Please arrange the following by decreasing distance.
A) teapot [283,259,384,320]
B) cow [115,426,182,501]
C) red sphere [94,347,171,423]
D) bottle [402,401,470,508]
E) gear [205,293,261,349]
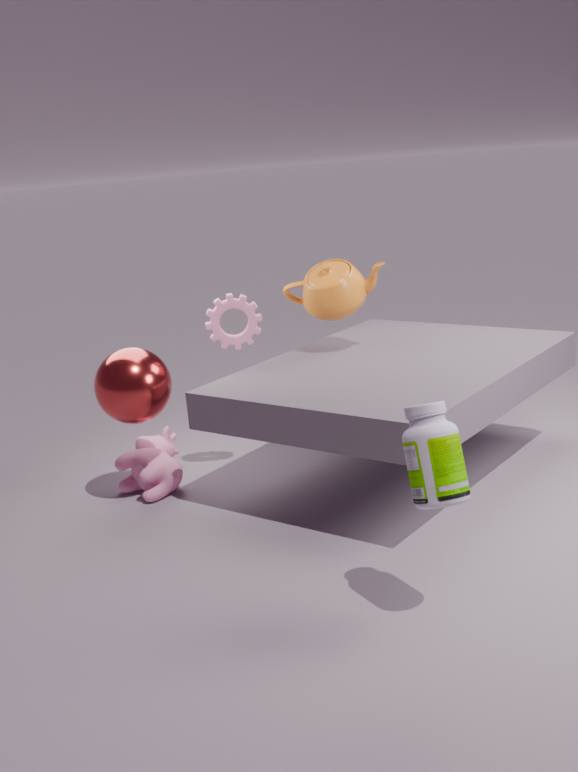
teapot [283,259,384,320] < gear [205,293,261,349] < cow [115,426,182,501] < red sphere [94,347,171,423] < bottle [402,401,470,508]
